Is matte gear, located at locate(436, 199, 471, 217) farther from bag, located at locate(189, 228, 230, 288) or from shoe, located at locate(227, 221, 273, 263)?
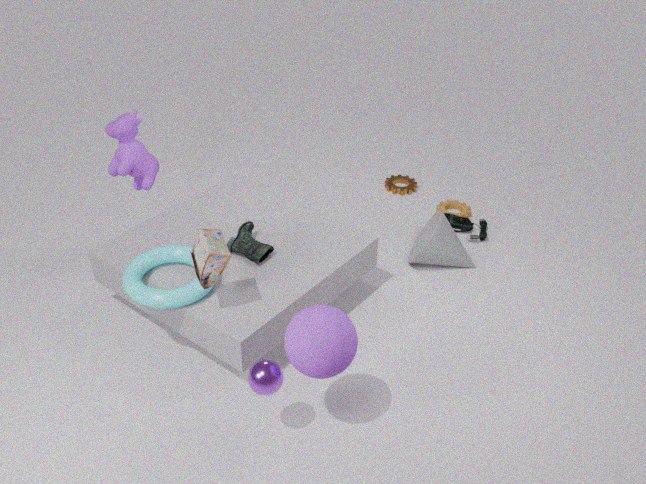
bag, located at locate(189, 228, 230, 288)
